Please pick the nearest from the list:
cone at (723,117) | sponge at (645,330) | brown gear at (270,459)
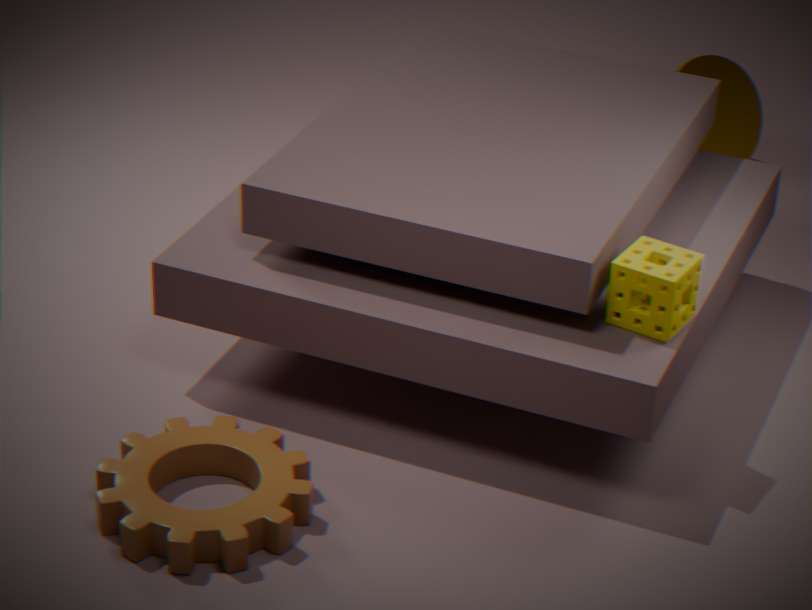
brown gear at (270,459)
